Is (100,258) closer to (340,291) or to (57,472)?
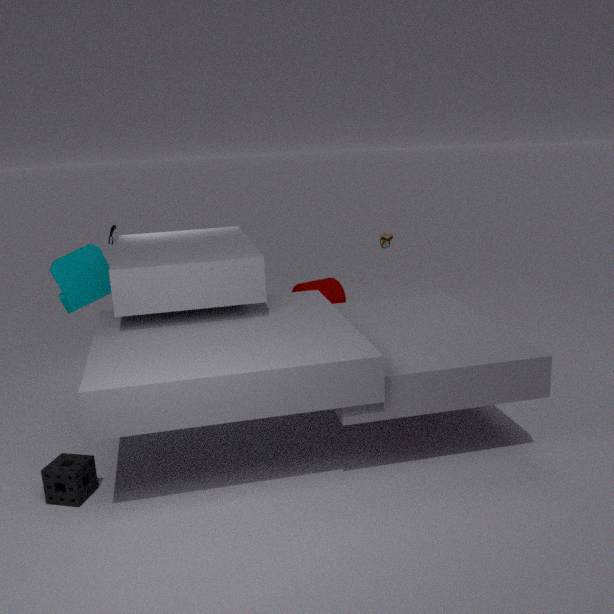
(57,472)
